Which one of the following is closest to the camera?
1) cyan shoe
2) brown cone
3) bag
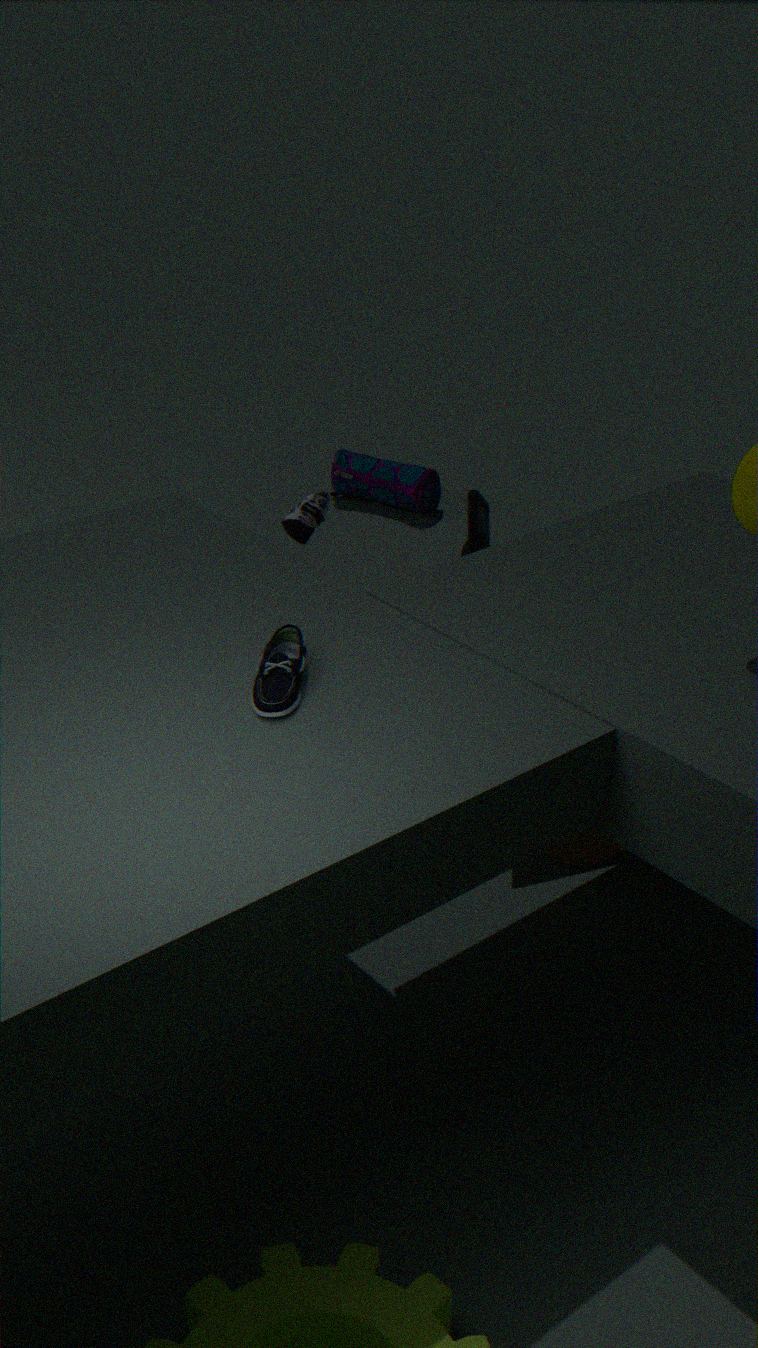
1. cyan shoe
